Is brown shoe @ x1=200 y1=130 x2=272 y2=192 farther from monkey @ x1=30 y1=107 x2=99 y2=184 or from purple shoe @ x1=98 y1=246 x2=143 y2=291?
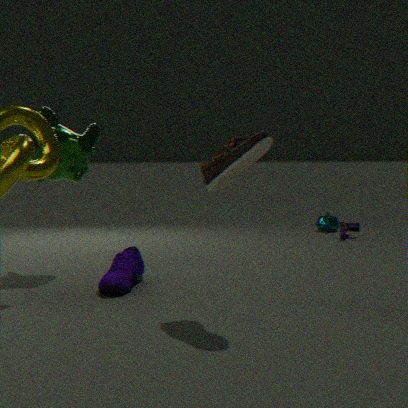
monkey @ x1=30 y1=107 x2=99 y2=184
